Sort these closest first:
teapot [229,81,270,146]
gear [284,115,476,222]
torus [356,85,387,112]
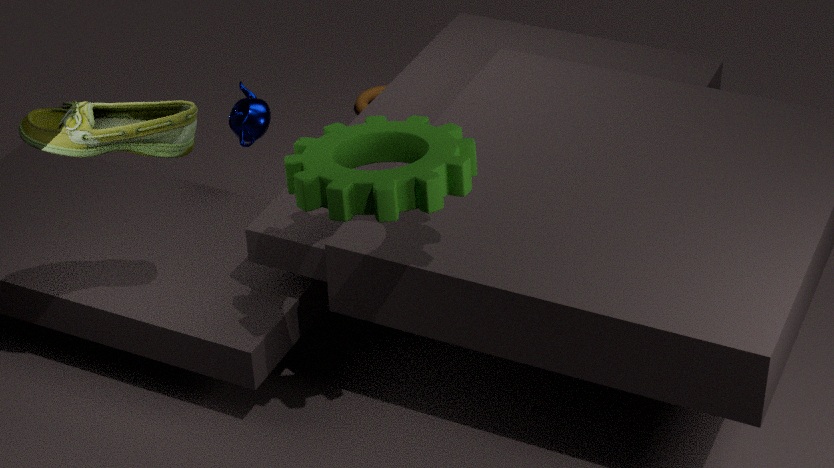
1. gear [284,115,476,222]
2. teapot [229,81,270,146]
3. torus [356,85,387,112]
